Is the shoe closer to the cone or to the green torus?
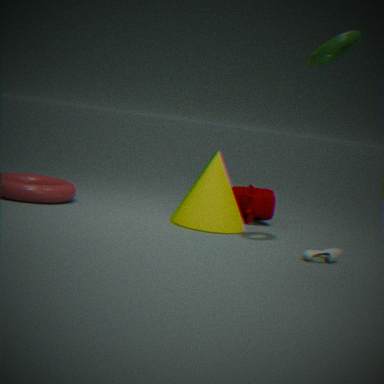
the cone
